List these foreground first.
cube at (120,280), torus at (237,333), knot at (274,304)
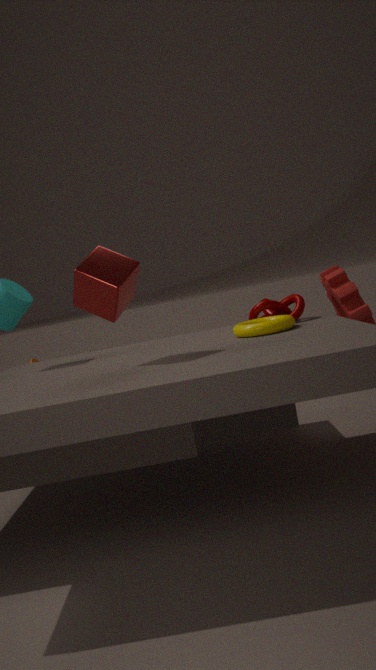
cube at (120,280) → torus at (237,333) → knot at (274,304)
